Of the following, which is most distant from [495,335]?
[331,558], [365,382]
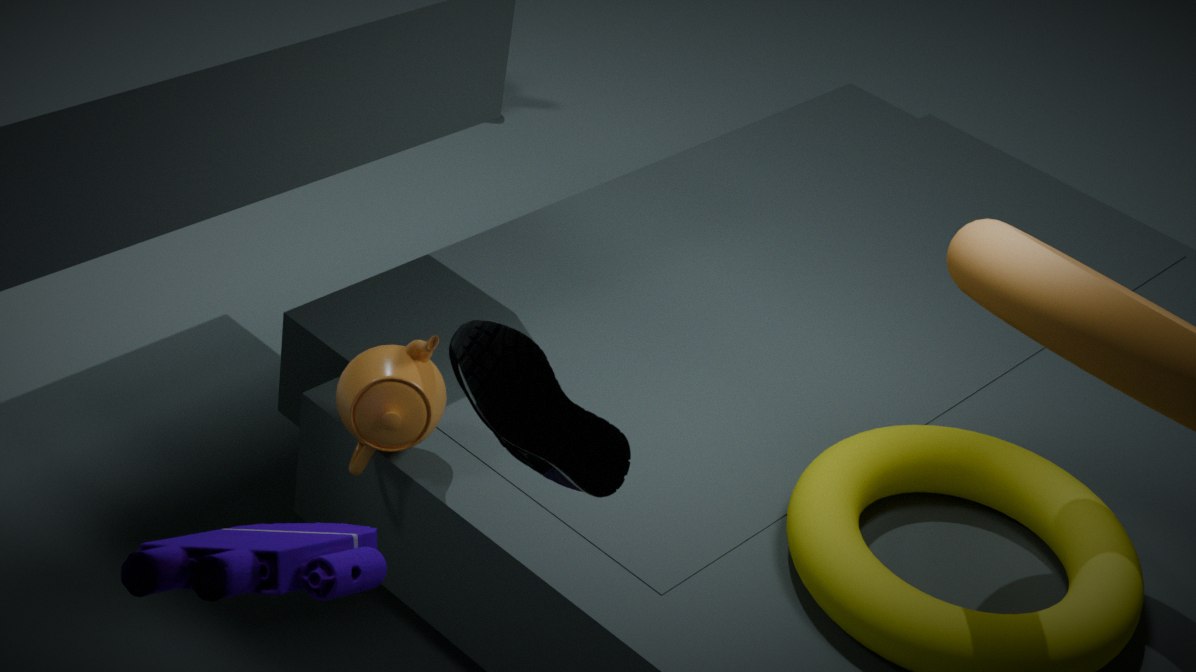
[365,382]
